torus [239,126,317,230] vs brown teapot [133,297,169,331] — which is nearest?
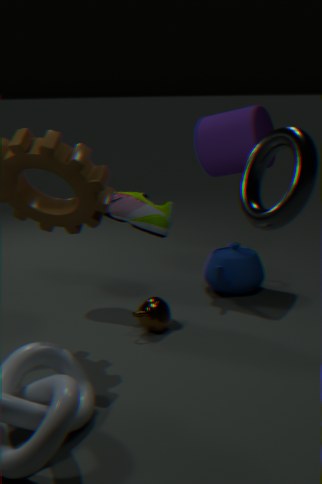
torus [239,126,317,230]
